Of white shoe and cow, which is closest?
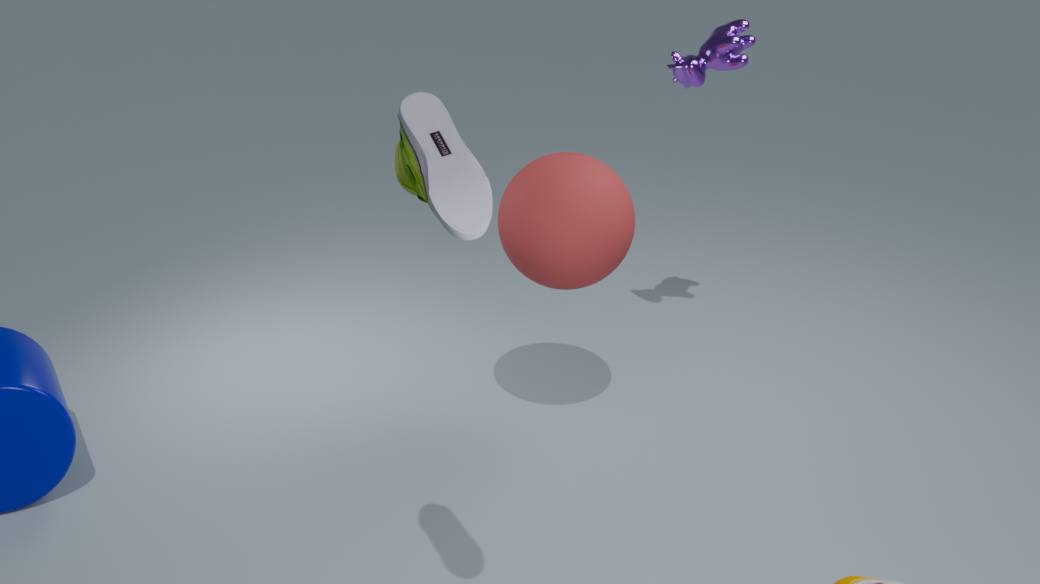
white shoe
